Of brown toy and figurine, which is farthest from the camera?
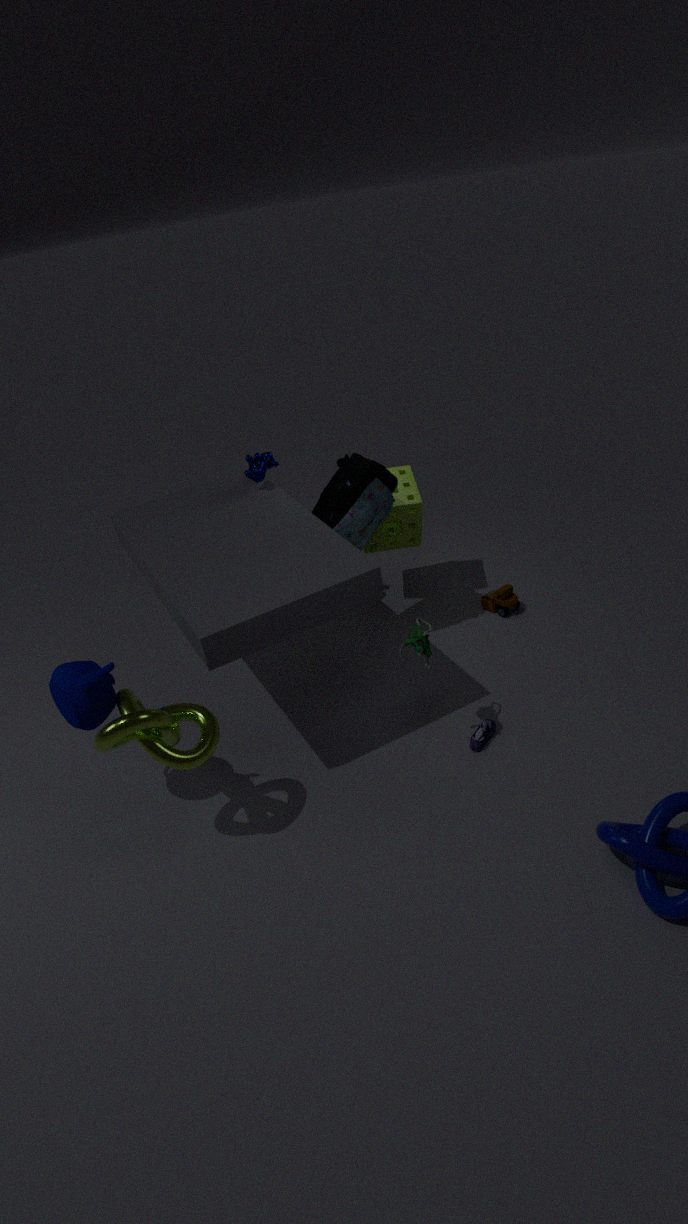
brown toy
